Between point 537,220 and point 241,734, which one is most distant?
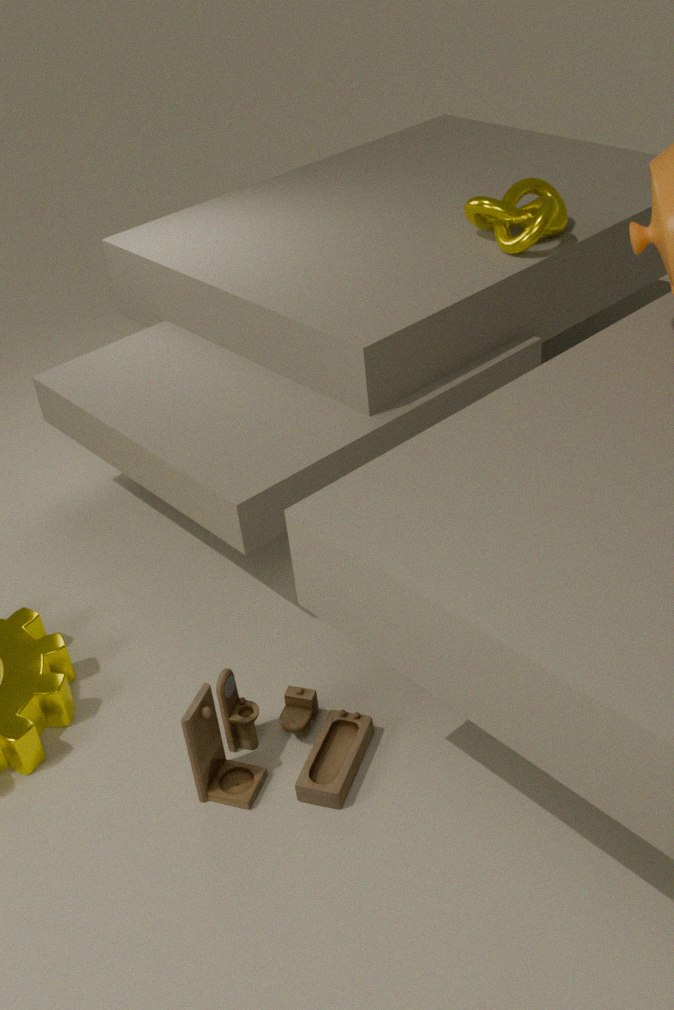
point 537,220
